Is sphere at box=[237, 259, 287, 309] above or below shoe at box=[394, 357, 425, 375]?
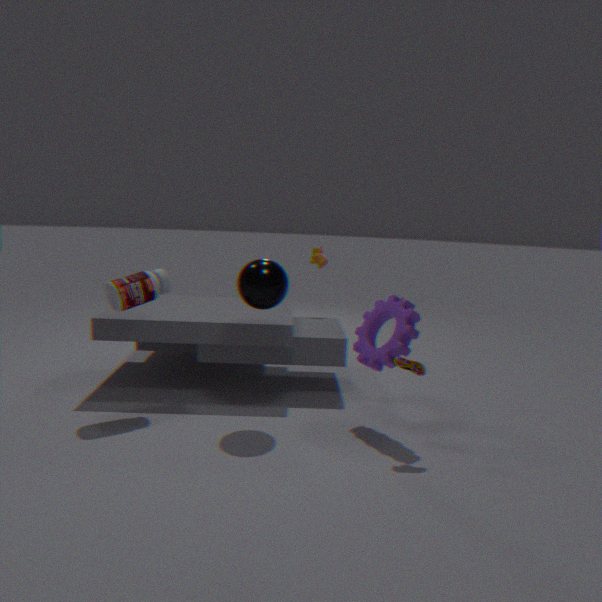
above
